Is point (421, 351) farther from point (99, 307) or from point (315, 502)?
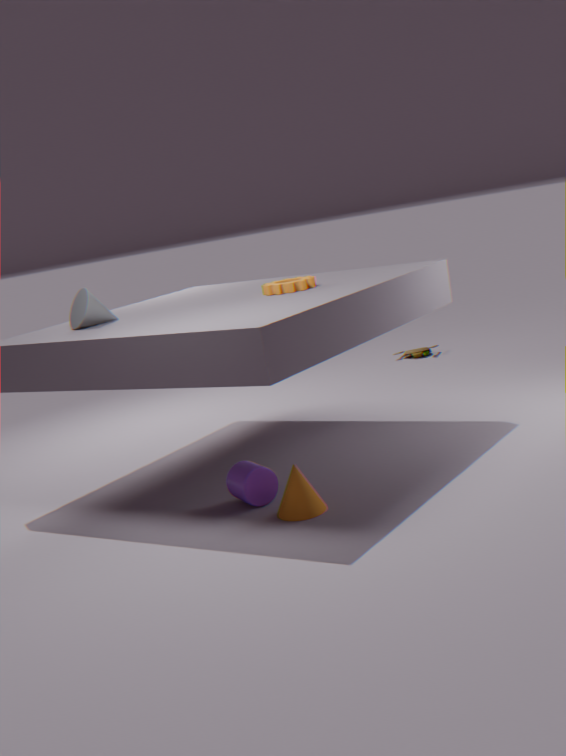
point (315, 502)
